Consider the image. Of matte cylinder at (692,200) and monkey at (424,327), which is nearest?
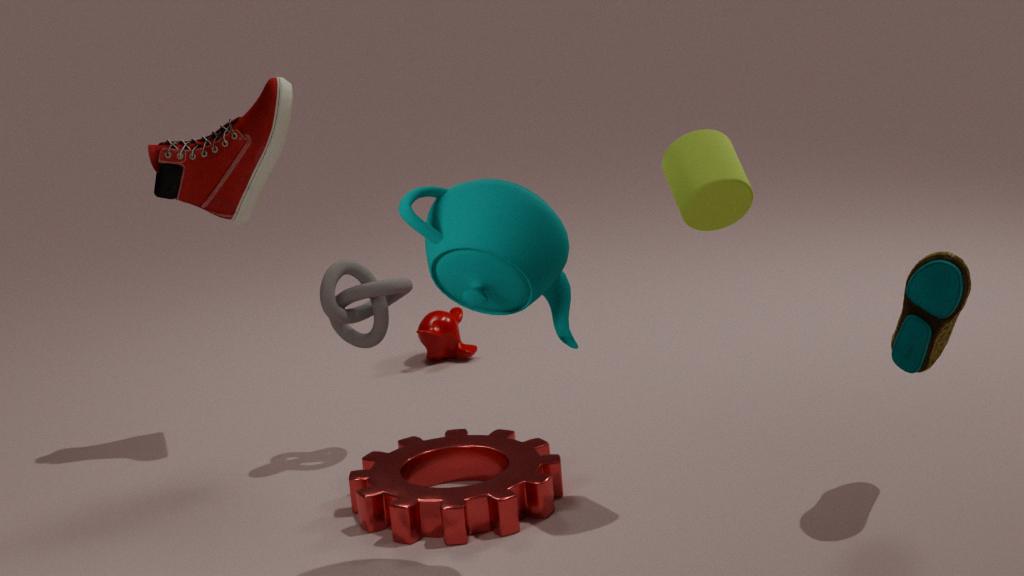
Result: matte cylinder at (692,200)
